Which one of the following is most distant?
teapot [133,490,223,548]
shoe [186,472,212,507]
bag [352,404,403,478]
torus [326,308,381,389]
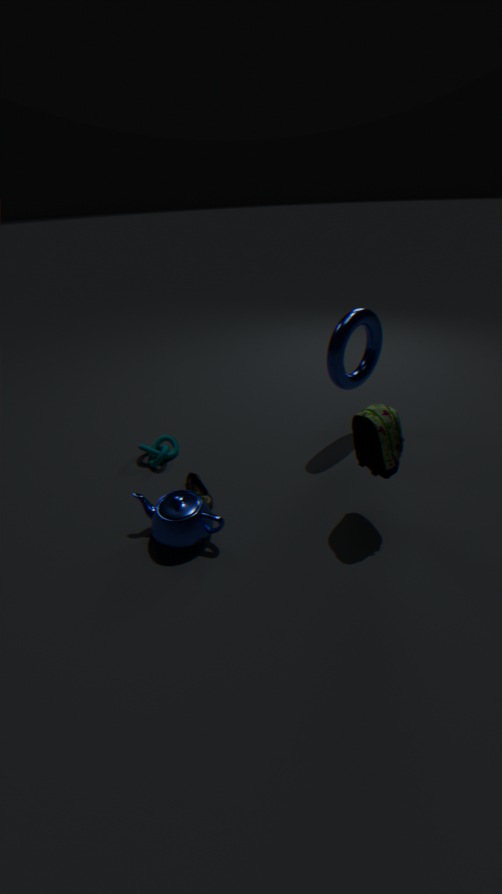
torus [326,308,381,389]
